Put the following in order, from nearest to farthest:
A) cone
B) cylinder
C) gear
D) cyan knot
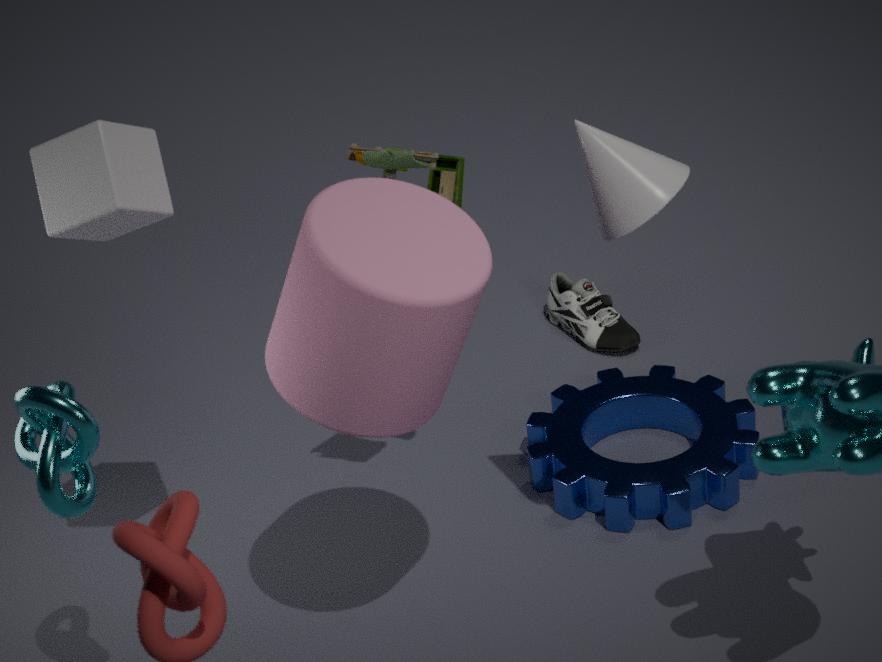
1. cyan knot
2. cylinder
3. cone
4. gear
